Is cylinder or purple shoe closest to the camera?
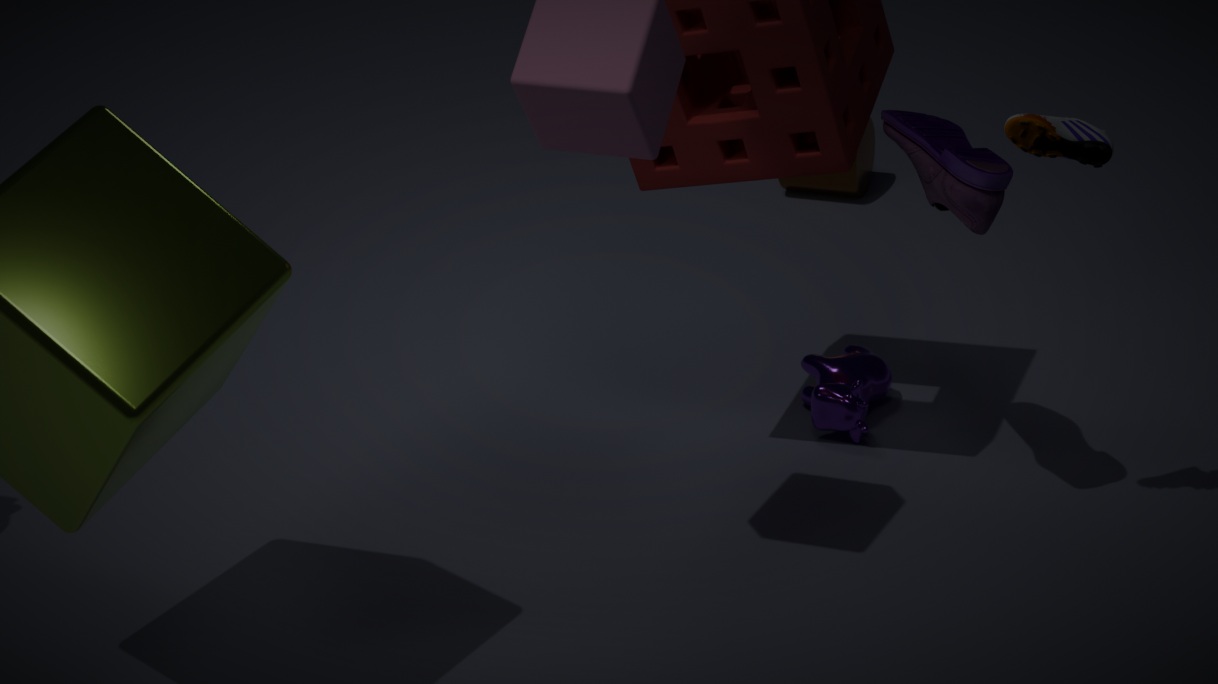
purple shoe
